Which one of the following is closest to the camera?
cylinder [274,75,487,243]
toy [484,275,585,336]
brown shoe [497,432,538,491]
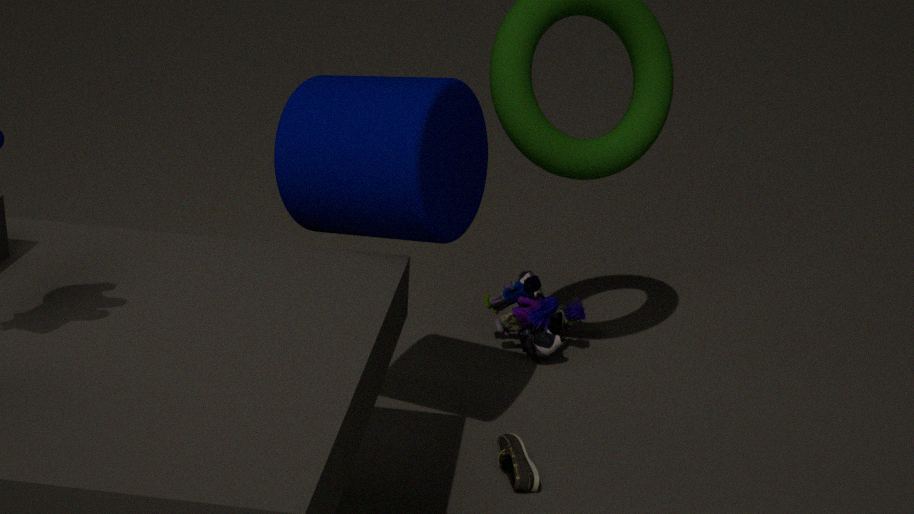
cylinder [274,75,487,243]
